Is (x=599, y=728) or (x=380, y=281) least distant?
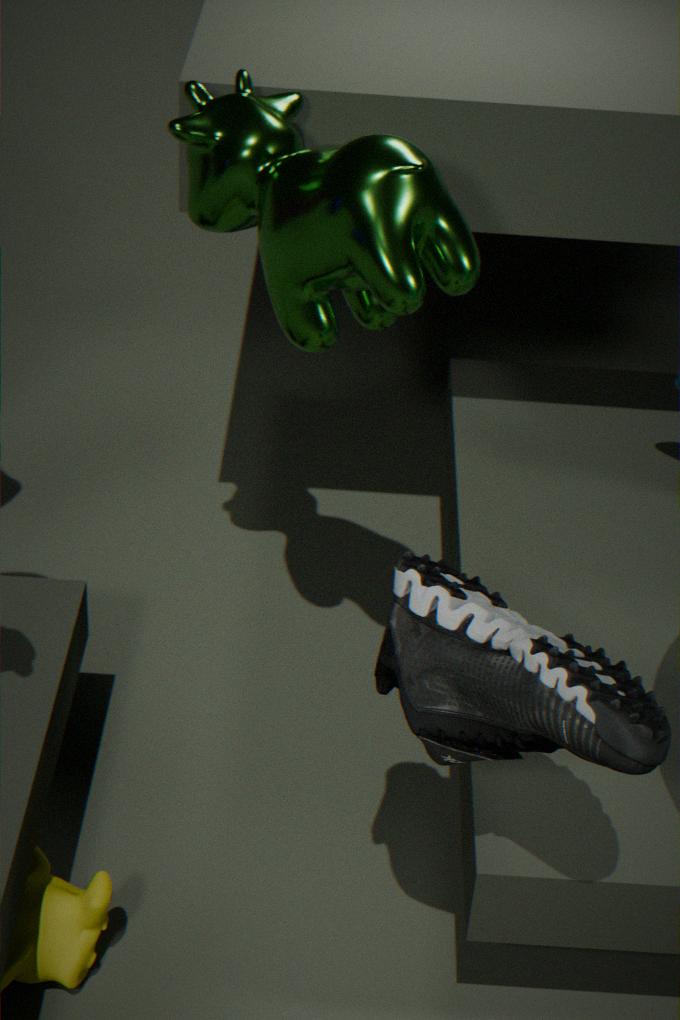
(x=599, y=728)
